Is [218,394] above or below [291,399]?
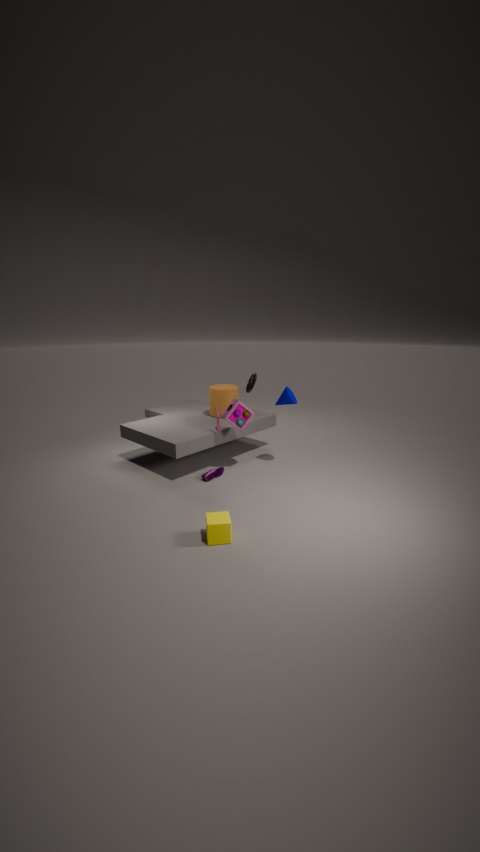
below
